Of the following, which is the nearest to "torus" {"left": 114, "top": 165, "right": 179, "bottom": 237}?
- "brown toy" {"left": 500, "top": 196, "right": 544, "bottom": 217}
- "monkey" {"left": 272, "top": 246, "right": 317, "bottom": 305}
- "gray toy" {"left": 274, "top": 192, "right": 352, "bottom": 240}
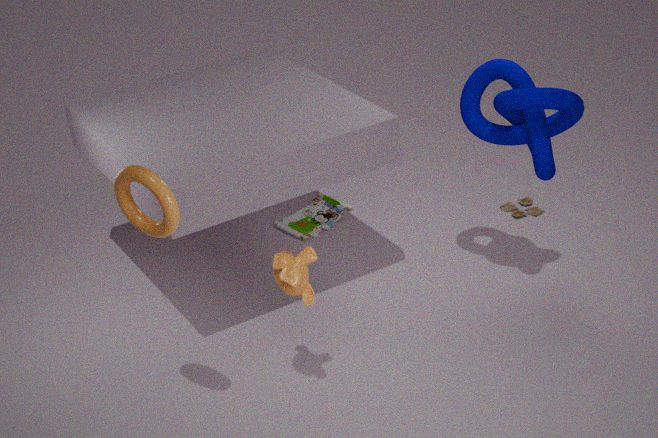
"monkey" {"left": 272, "top": 246, "right": 317, "bottom": 305}
